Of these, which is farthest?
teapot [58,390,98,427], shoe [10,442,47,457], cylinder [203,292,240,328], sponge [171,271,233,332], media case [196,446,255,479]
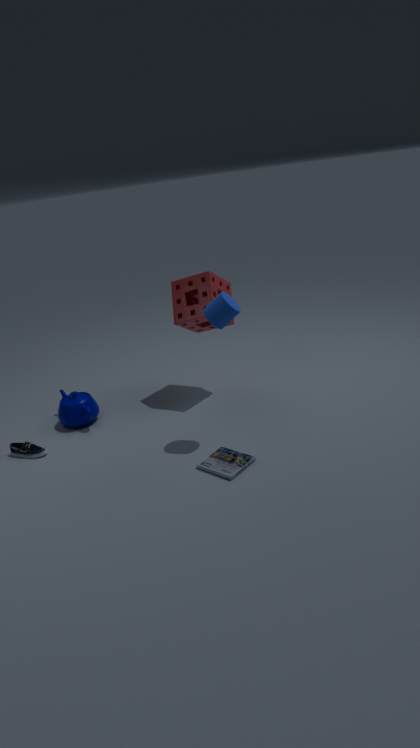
teapot [58,390,98,427]
